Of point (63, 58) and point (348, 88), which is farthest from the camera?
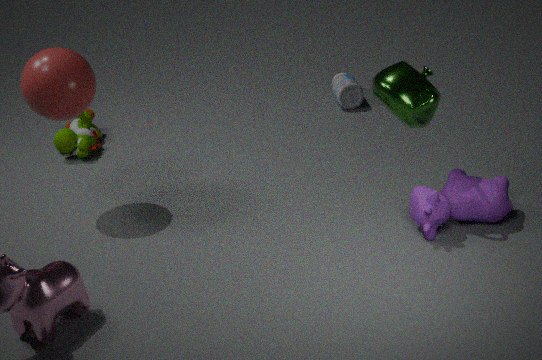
point (348, 88)
